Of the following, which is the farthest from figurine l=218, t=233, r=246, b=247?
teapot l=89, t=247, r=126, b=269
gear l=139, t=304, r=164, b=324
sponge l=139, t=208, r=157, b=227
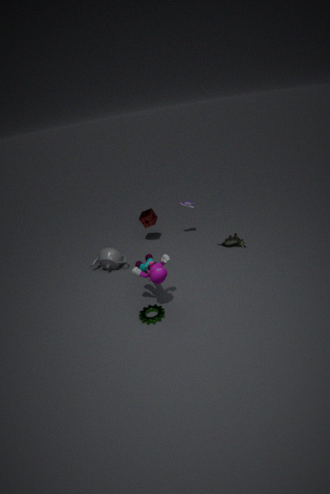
gear l=139, t=304, r=164, b=324
